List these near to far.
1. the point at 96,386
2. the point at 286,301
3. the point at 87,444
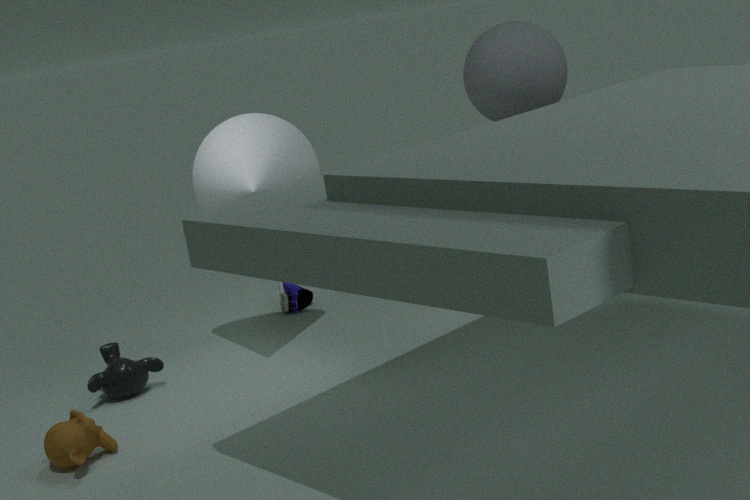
the point at 87,444 → the point at 96,386 → the point at 286,301
